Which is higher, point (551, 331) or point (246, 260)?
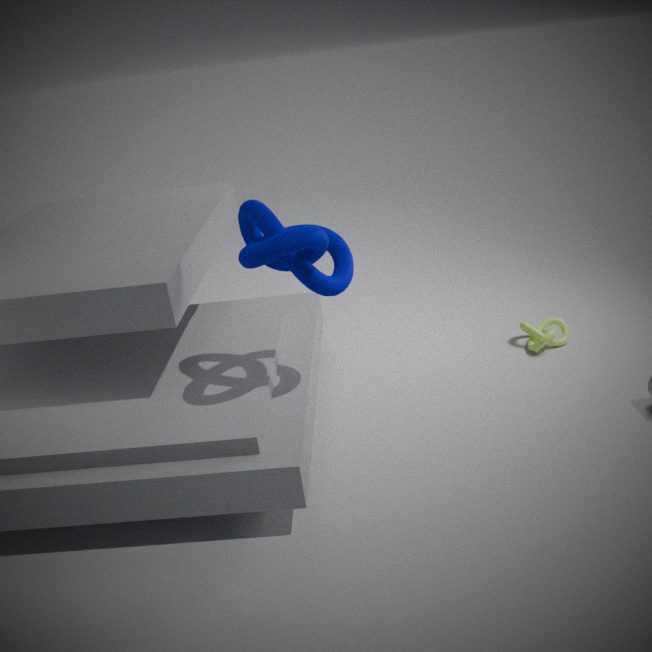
point (246, 260)
